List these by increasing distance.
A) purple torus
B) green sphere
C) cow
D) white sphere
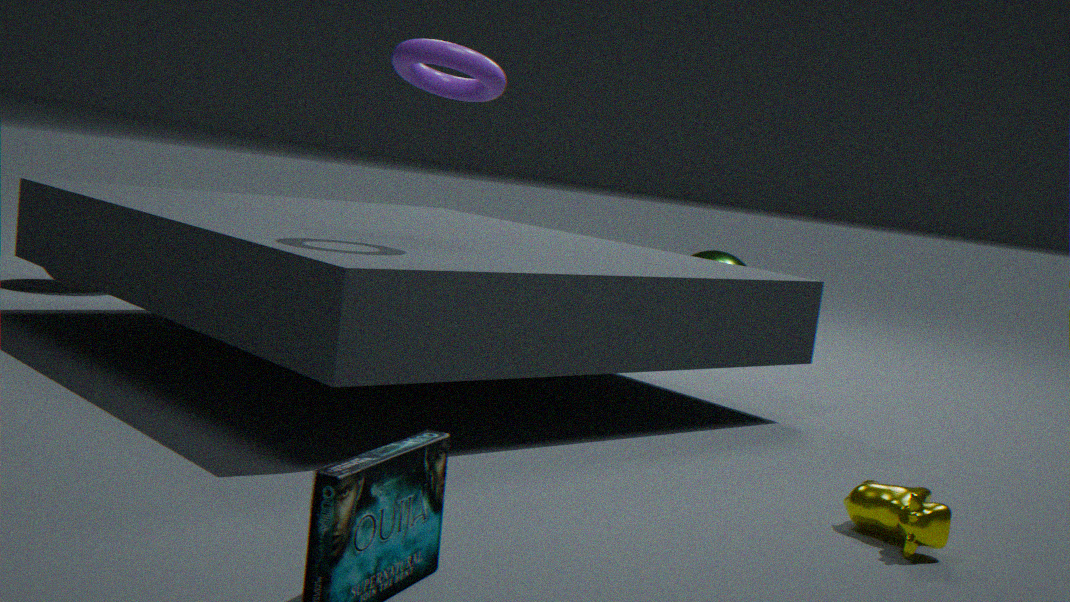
1. cow
2. purple torus
3. white sphere
4. green sphere
